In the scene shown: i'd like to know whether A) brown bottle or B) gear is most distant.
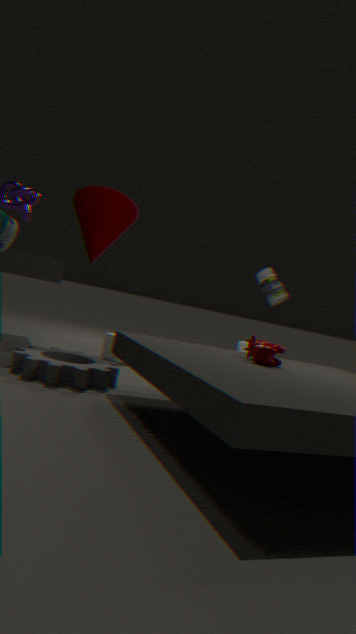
A. brown bottle
